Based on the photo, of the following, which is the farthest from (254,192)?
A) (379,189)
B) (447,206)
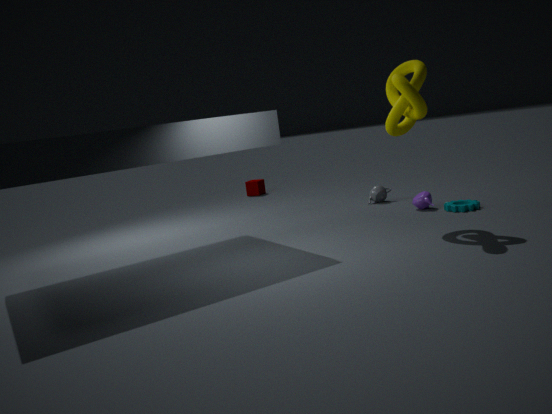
(447,206)
